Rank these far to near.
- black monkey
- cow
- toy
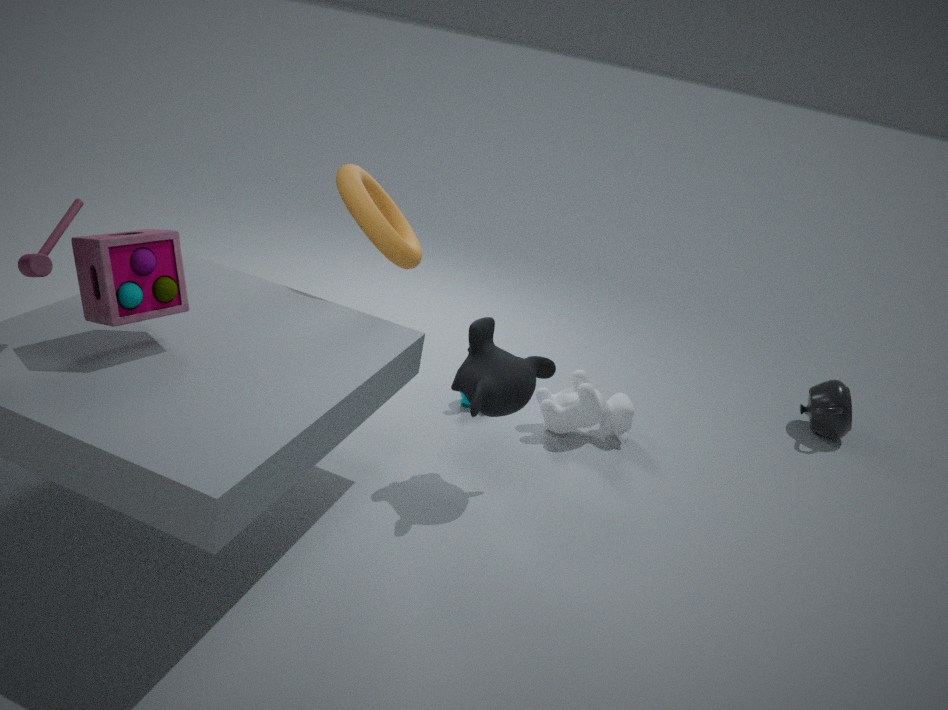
cow → black monkey → toy
